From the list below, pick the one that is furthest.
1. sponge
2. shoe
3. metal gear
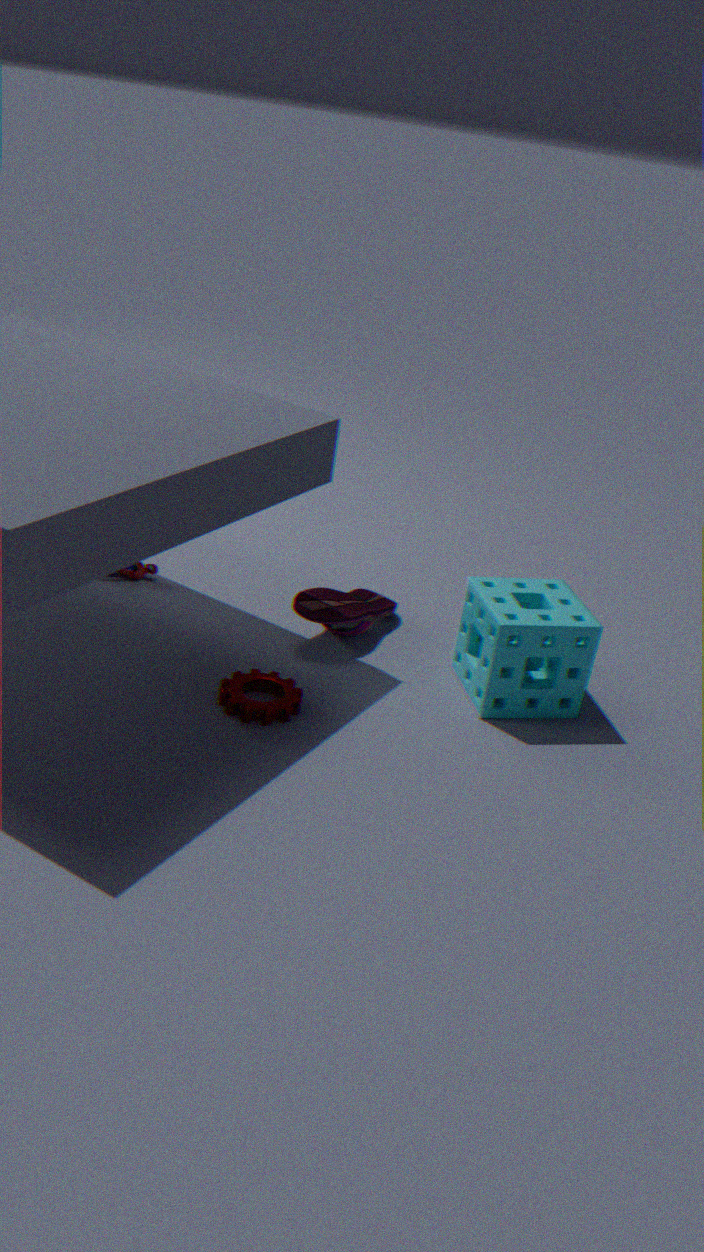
shoe
